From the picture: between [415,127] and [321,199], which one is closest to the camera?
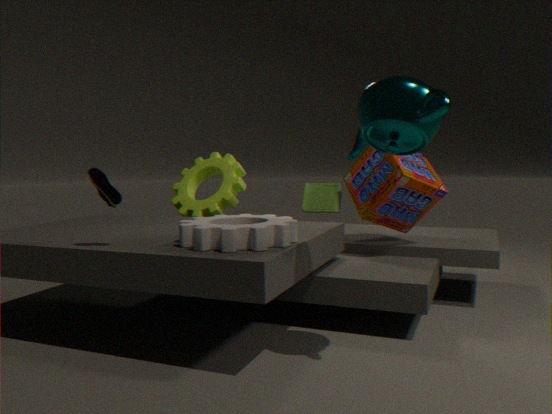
[415,127]
